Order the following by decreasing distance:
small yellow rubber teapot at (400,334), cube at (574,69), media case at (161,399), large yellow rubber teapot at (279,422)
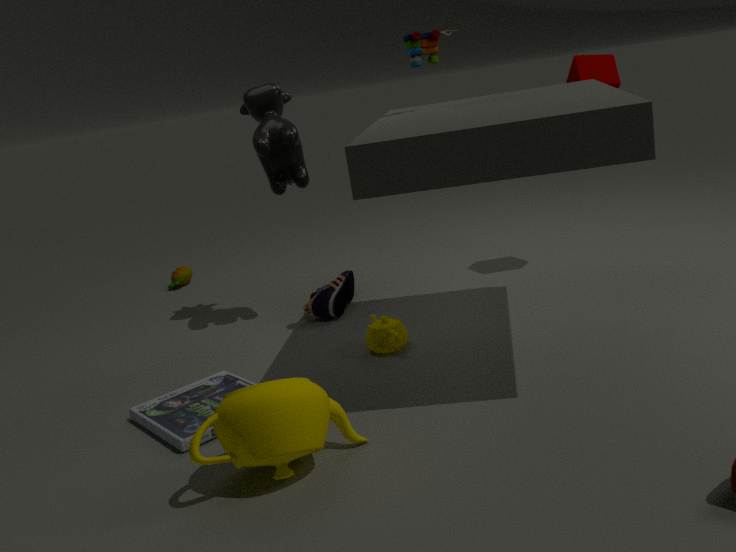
A: cube at (574,69)
small yellow rubber teapot at (400,334)
media case at (161,399)
large yellow rubber teapot at (279,422)
